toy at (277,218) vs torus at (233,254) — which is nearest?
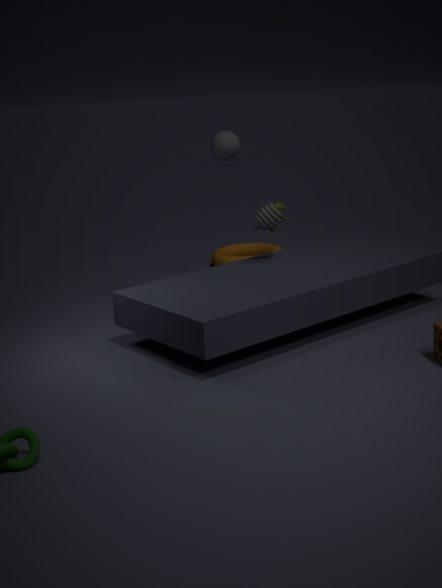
toy at (277,218)
